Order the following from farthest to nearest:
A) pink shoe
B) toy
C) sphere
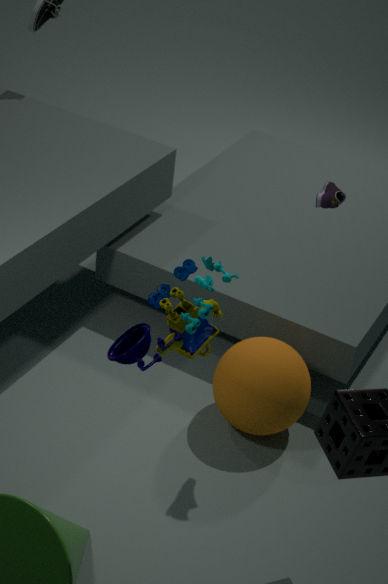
sphere < pink shoe < toy
